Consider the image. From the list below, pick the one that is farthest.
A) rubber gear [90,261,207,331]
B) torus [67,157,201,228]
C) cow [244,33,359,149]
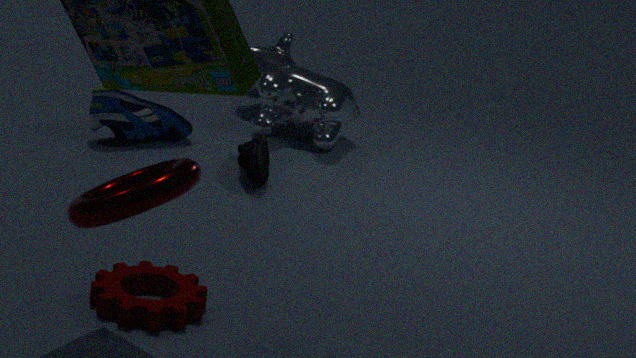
cow [244,33,359,149]
